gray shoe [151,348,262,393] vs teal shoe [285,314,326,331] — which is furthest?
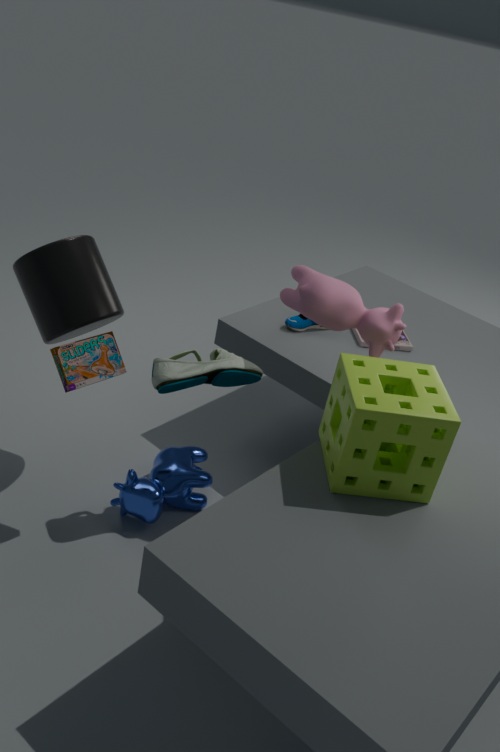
teal shoe [285,314,326,331]
